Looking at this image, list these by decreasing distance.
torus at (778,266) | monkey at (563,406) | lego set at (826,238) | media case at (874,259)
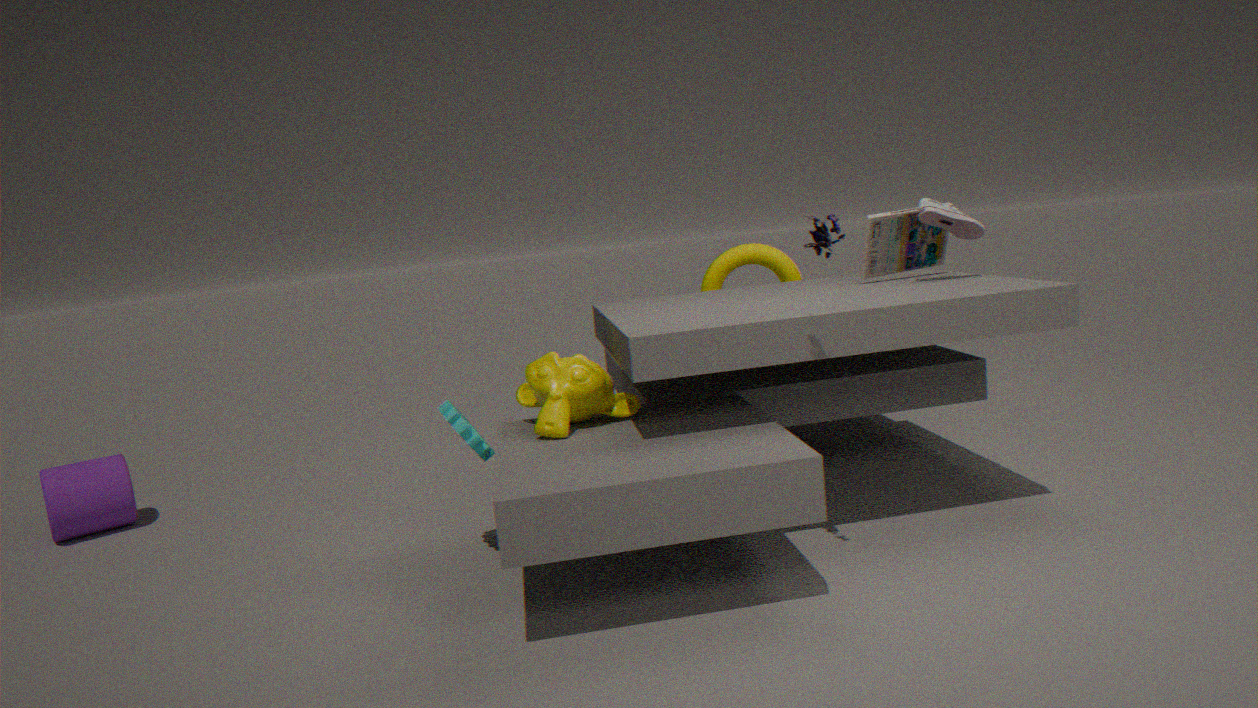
torus at (778,266), media case at (874,259), monkey at (563,406), lego set at (826,238)
